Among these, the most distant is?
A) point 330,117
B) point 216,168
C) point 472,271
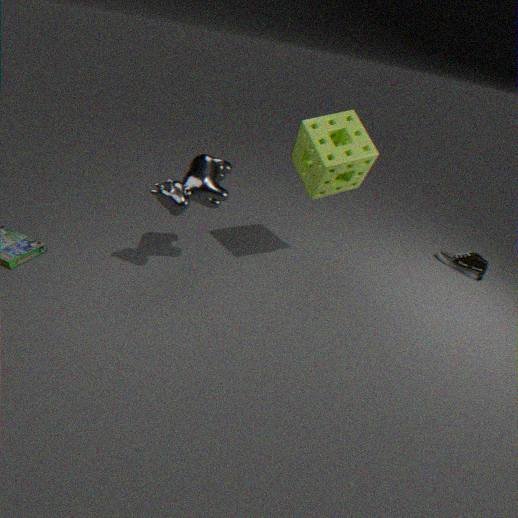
point 472,271
